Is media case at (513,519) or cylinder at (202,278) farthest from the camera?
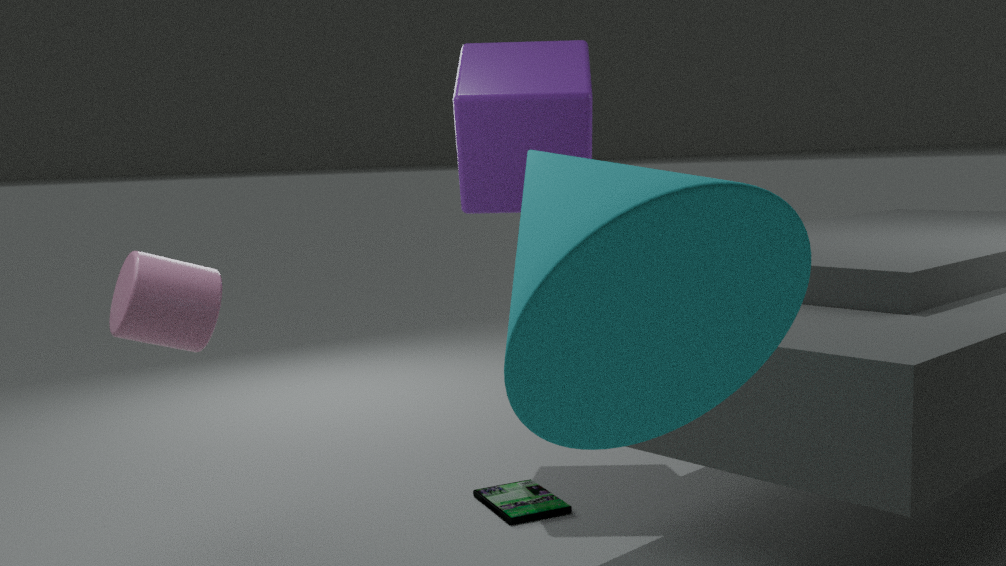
media case at (513,519)
